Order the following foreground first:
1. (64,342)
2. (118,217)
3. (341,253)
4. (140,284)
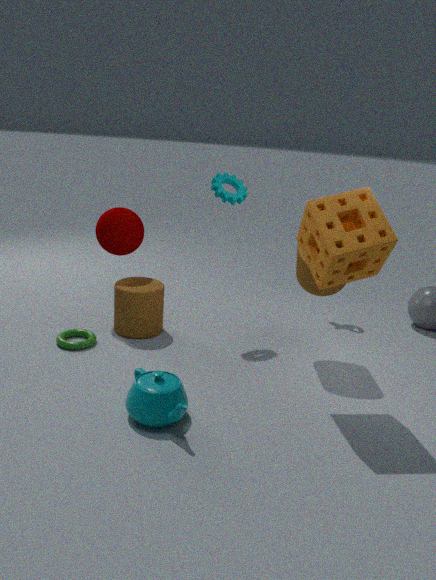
(341,253) → (64,342) → (118,217) → (140,284)
